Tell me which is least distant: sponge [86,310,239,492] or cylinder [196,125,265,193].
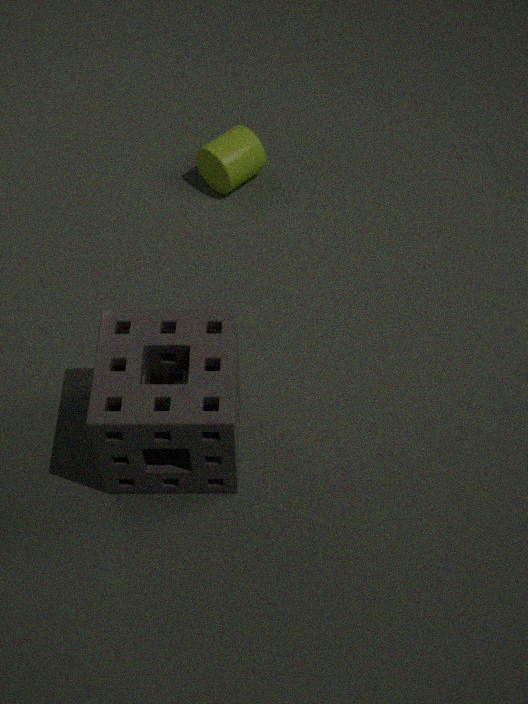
sponge [86,310,239,492]
